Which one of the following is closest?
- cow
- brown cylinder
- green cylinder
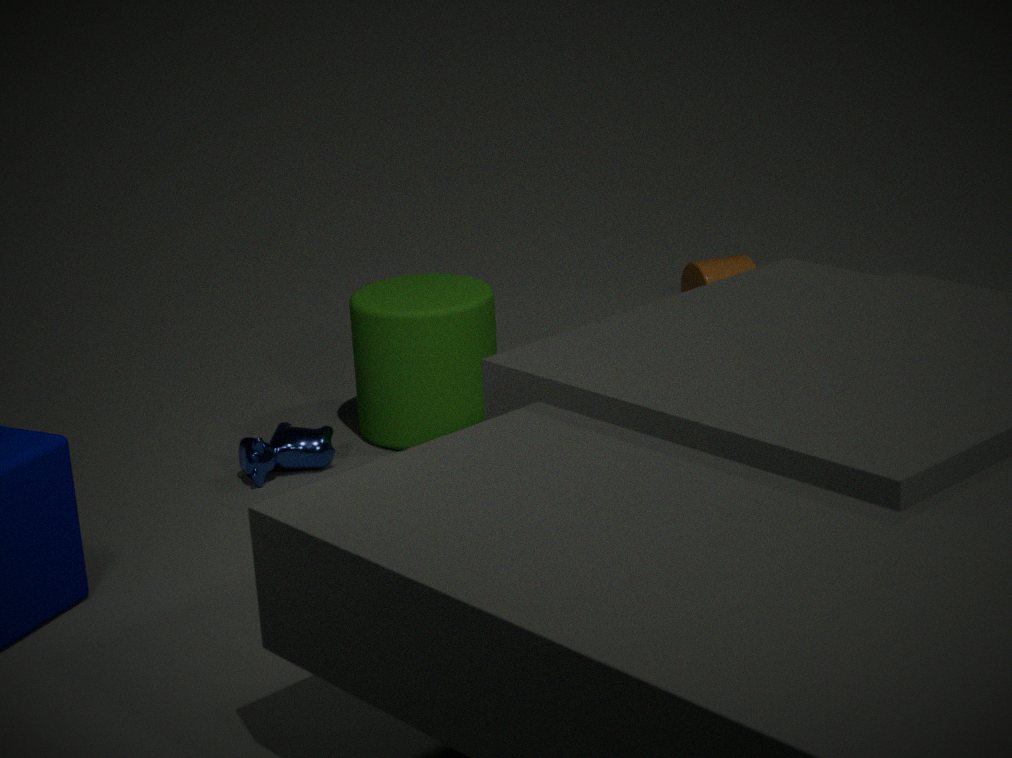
cow
